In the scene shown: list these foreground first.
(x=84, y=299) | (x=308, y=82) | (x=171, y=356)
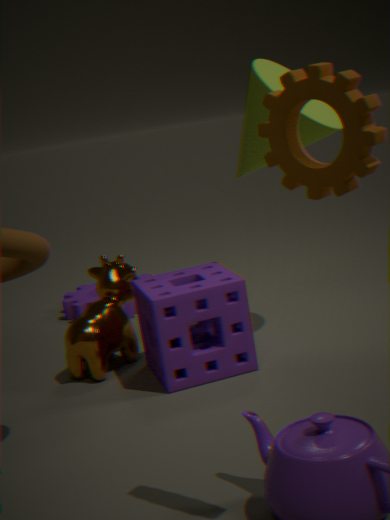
(x=308, y=82)
(x=171, y=356)
(x=84, y=299)
